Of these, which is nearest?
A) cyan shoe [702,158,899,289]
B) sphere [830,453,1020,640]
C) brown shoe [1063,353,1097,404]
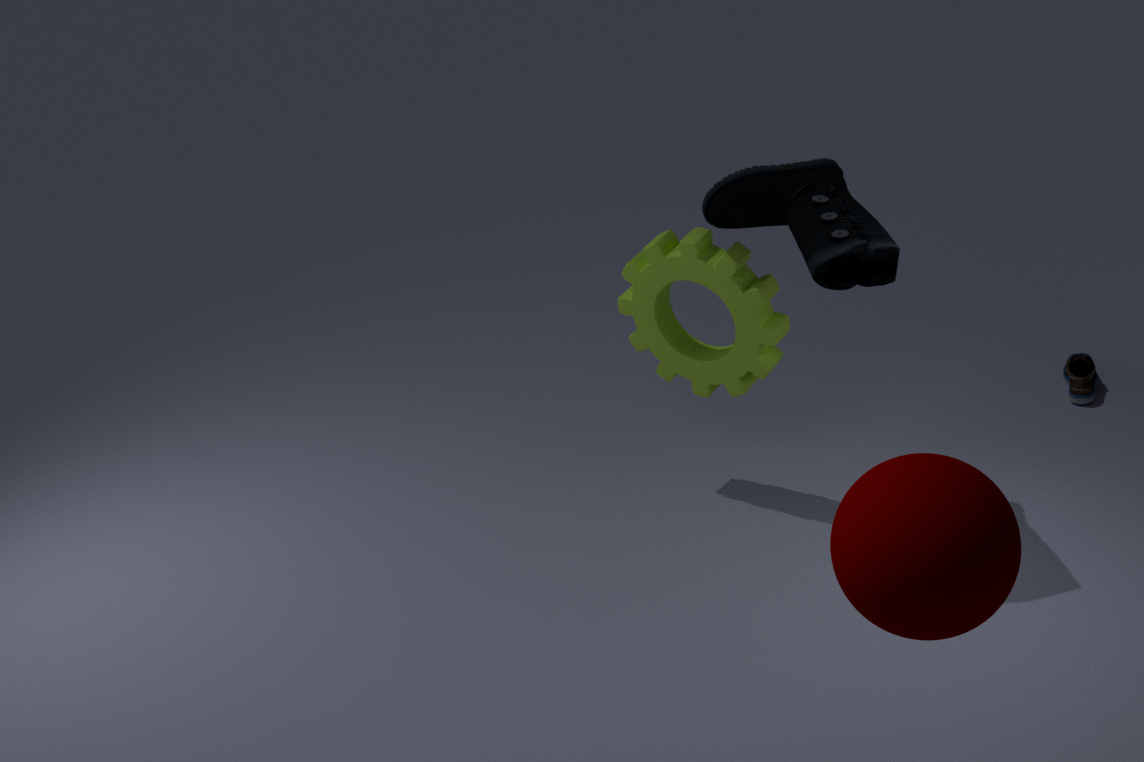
sphere [830,453,1020,640]
